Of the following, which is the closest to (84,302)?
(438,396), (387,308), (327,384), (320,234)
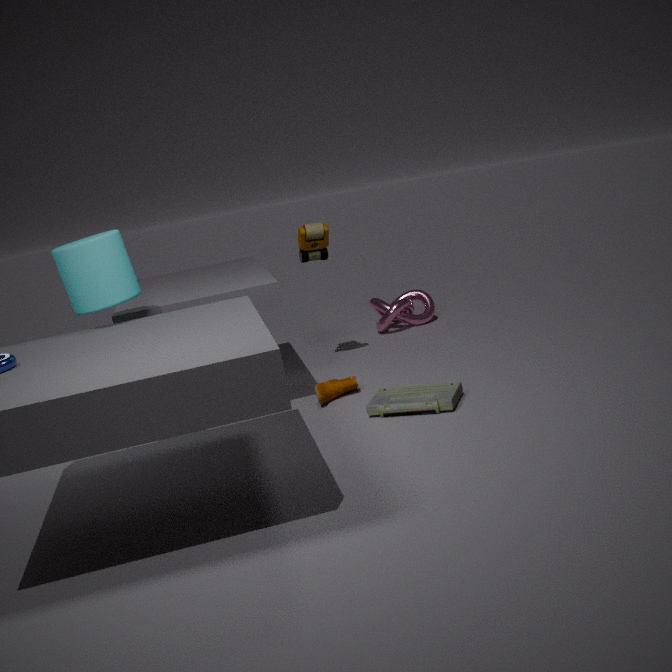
(327,384)
